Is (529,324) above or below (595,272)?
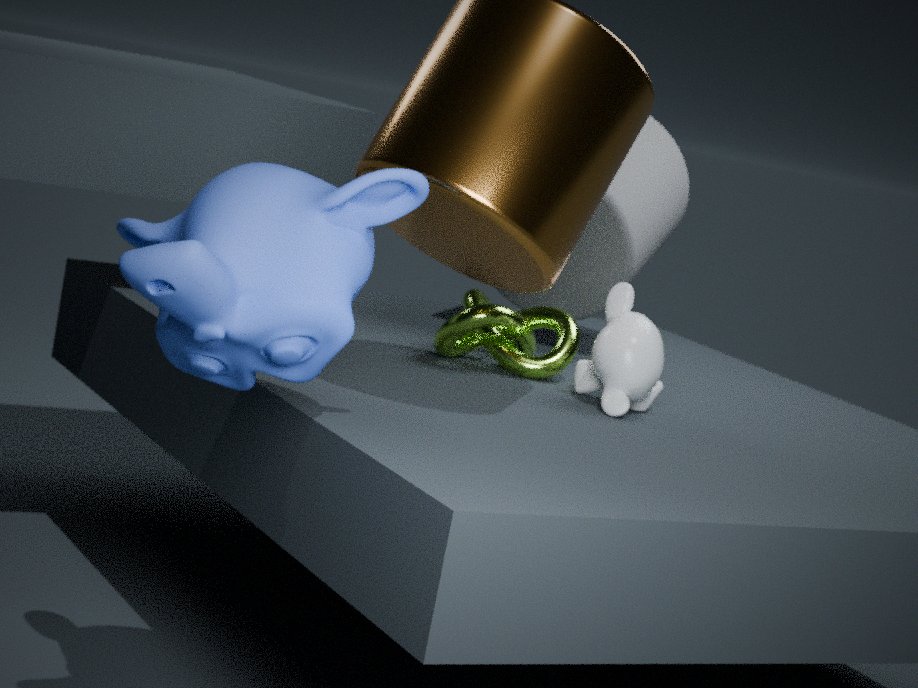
below
